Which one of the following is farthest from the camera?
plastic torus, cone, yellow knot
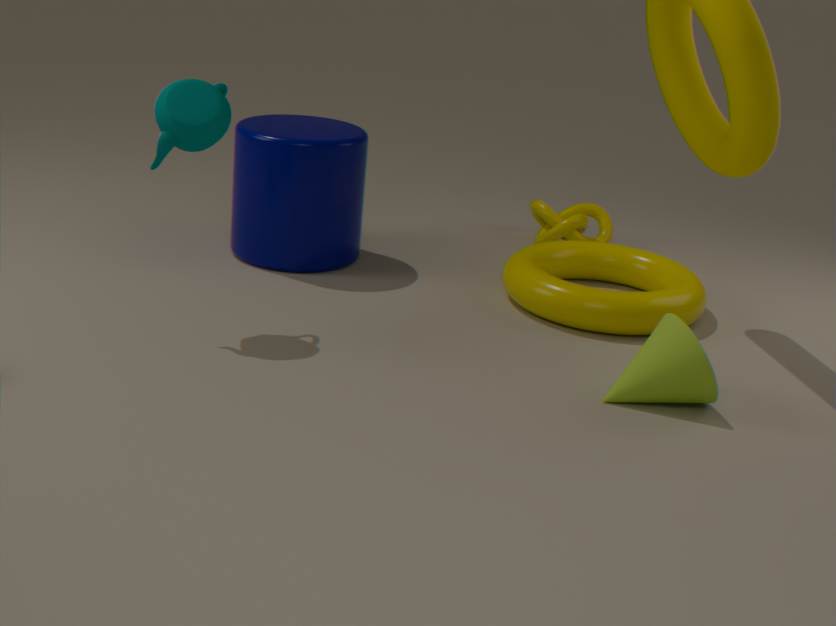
yellow knot
